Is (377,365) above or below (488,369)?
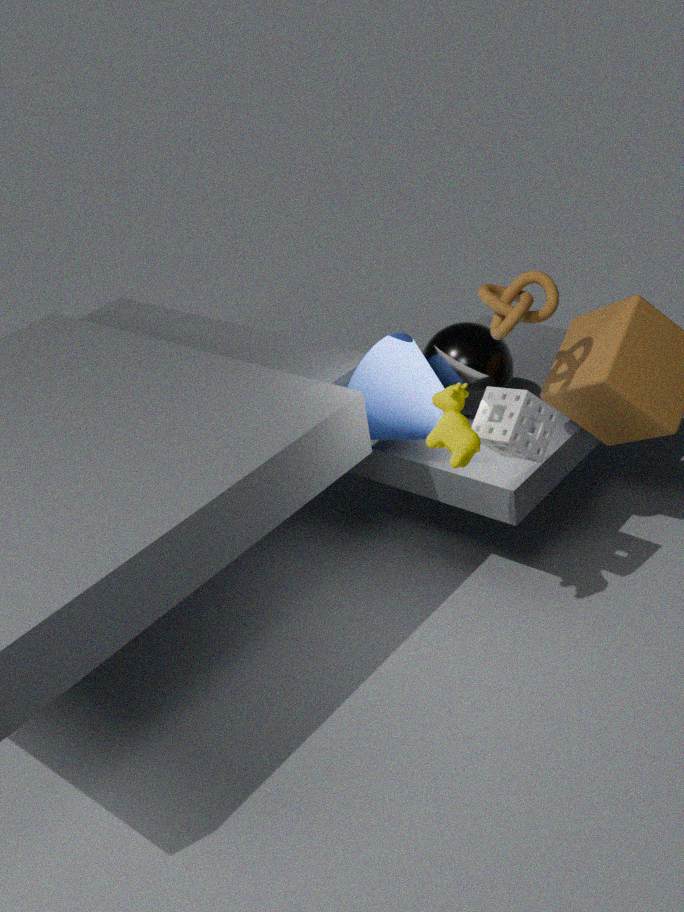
above
